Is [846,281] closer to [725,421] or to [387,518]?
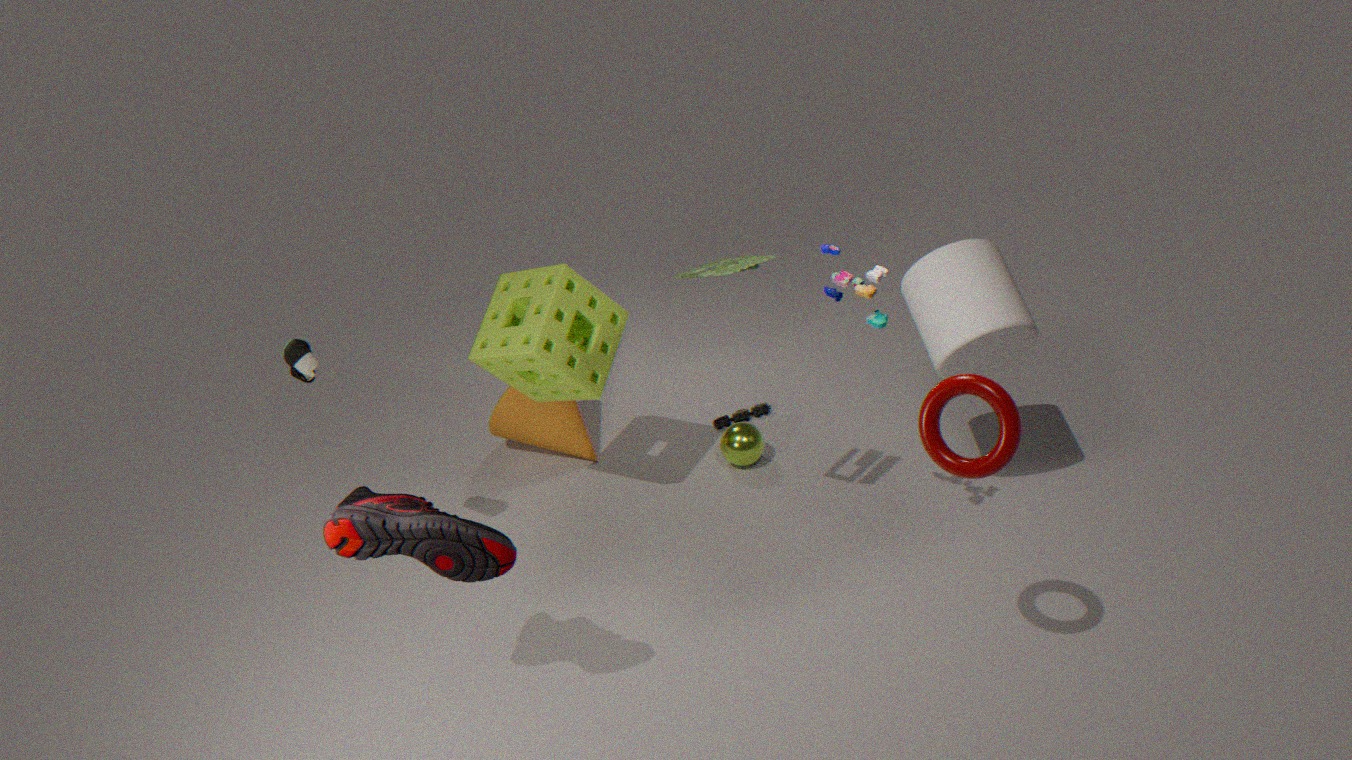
[387,518]
